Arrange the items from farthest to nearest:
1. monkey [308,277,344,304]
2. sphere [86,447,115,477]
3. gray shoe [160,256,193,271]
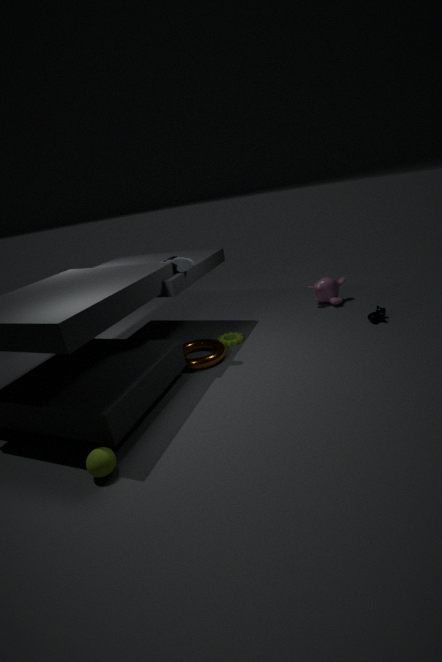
monkey [308,277,344,304] < gray shoe [160,256,193,271] < sphere [86,447,115,477]
